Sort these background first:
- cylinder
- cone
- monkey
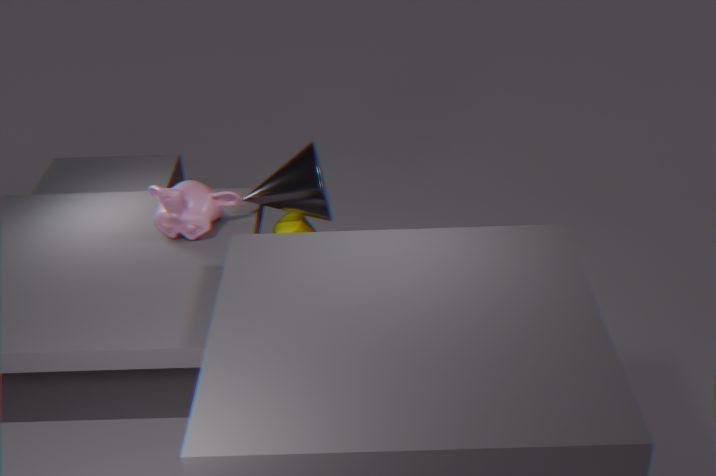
cylinder, cone, monkey
